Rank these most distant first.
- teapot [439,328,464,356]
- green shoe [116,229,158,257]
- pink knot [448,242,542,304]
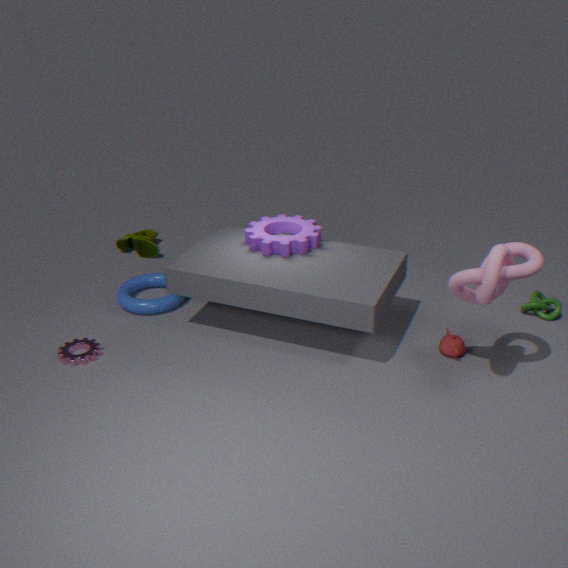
green shoe [116,229,158,257] → teapot [439,328,464,356] → pink knot [448,242,542,304]
